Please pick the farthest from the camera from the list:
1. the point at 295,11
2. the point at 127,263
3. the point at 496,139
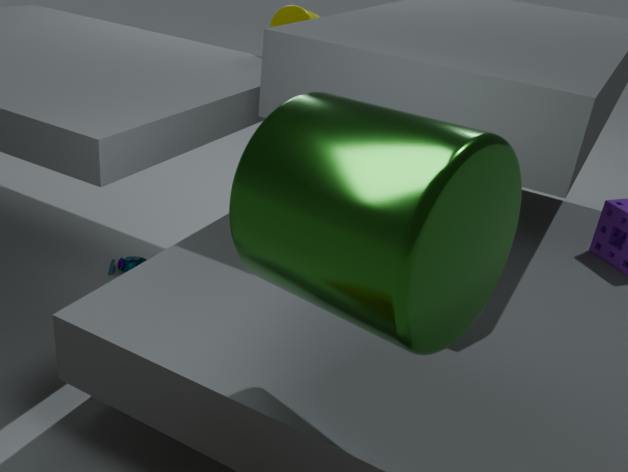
the point at 127,263
